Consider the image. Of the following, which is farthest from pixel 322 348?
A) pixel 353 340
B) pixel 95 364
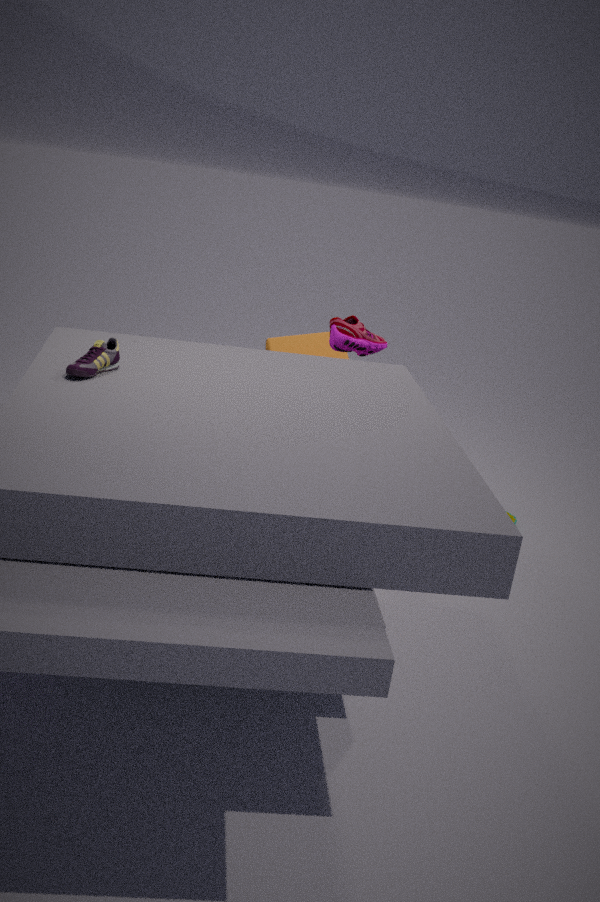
pixel 95 364
